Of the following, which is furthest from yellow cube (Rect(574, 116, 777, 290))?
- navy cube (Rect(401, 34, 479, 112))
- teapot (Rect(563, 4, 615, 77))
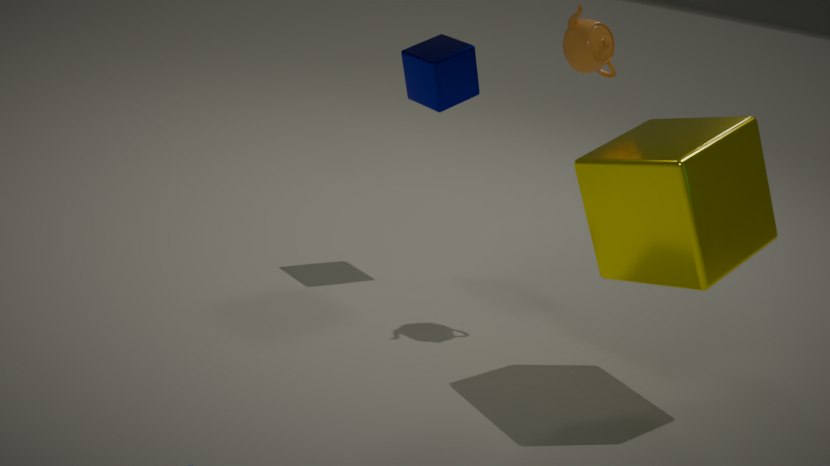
navy cube (Rect(401, 34, 479, 112))
